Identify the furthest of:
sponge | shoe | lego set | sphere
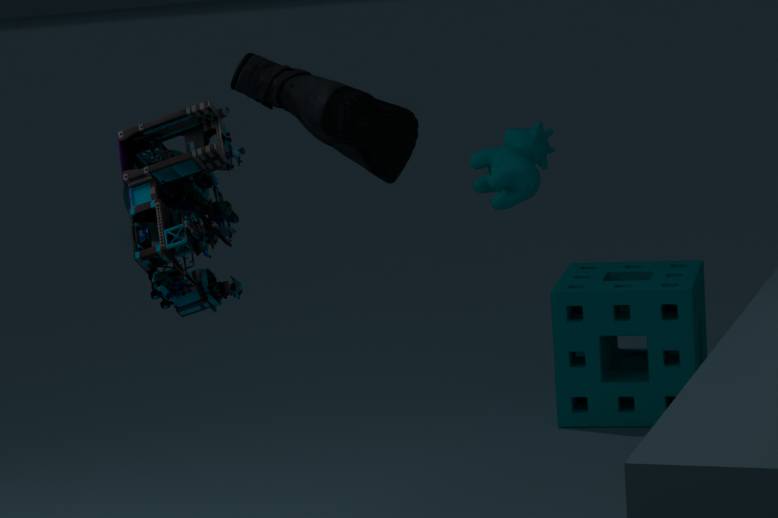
sphere
